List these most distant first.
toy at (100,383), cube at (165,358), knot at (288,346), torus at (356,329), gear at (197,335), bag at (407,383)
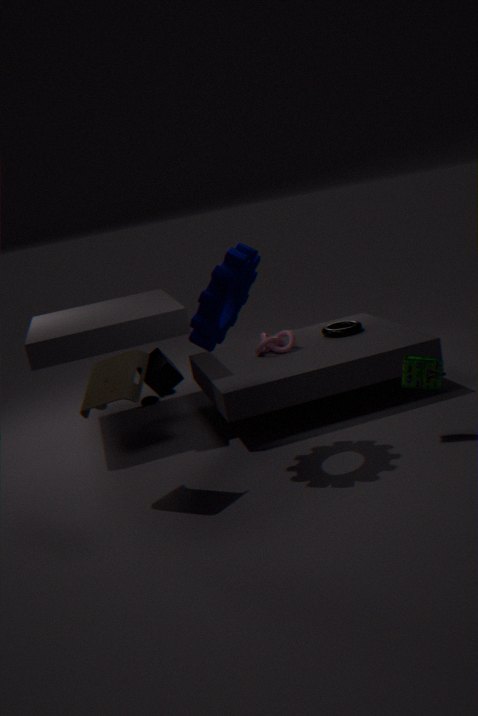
torus at (356,329) < knot at (288,346) < cube at (165,358) < bag at (407,383) < toy at (100,383) < gear at (197,335)
